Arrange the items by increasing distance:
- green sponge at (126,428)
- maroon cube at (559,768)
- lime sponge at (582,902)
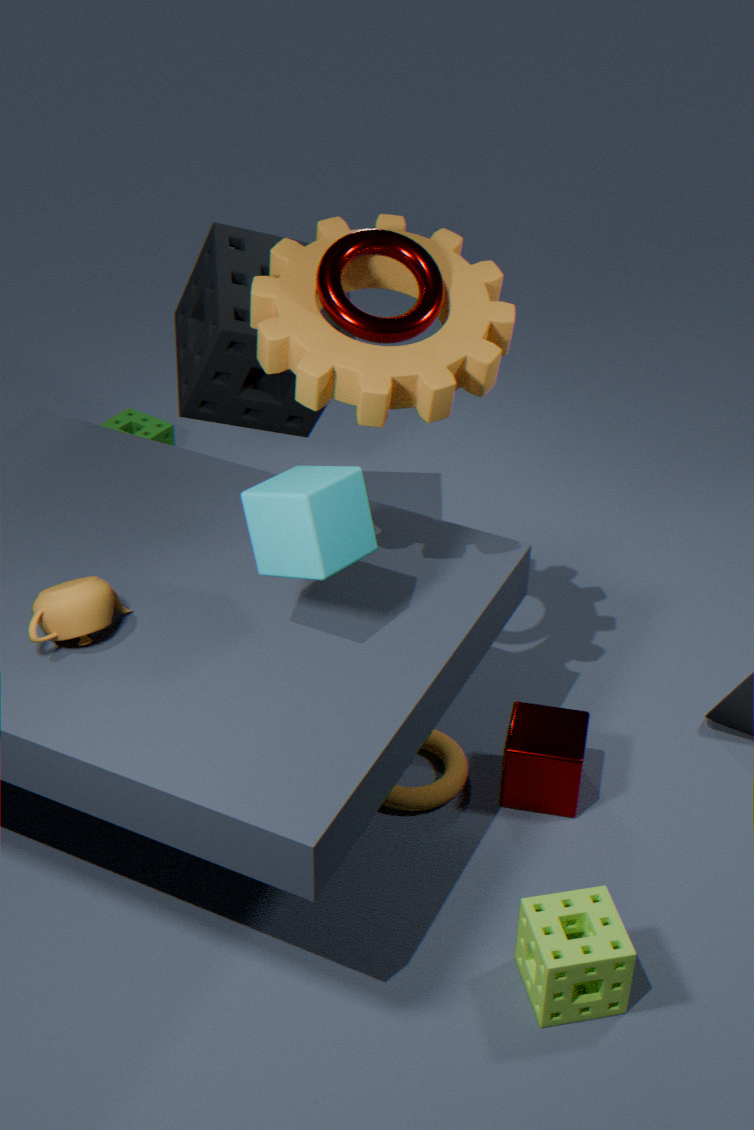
1. lime sponge at (582,902)
2. maroon cube at (559,768)
3. green sponge at (126,428)
